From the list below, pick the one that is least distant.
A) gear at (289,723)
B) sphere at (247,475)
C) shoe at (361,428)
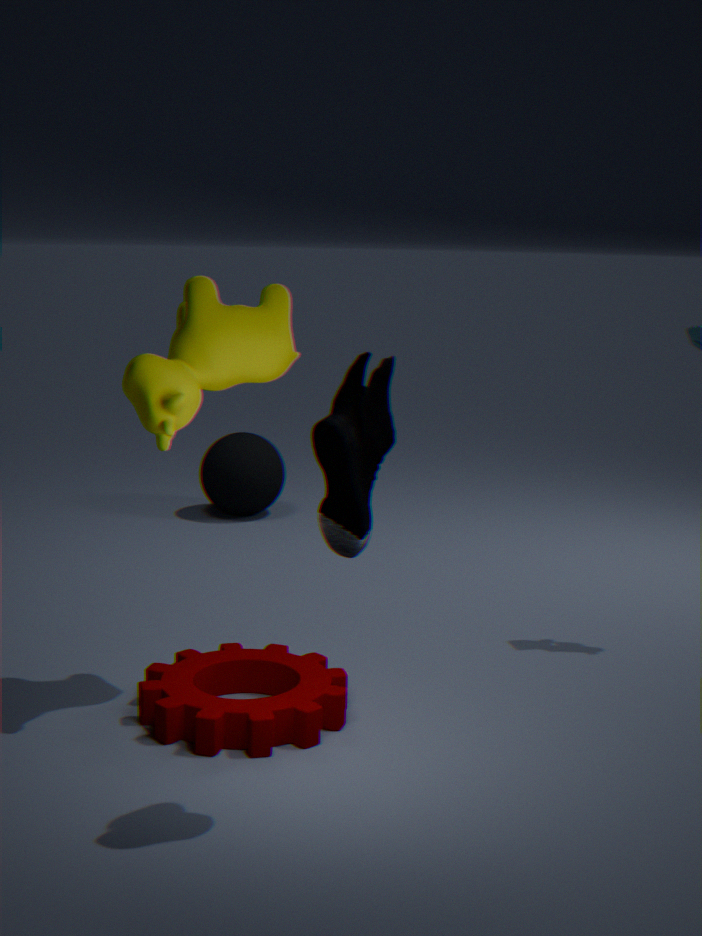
shoe at (361,428)
